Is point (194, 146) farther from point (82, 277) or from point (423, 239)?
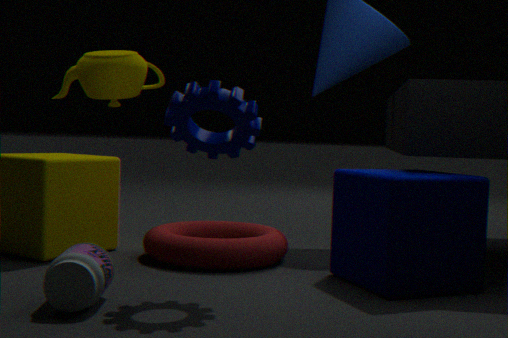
point (423, 239)
